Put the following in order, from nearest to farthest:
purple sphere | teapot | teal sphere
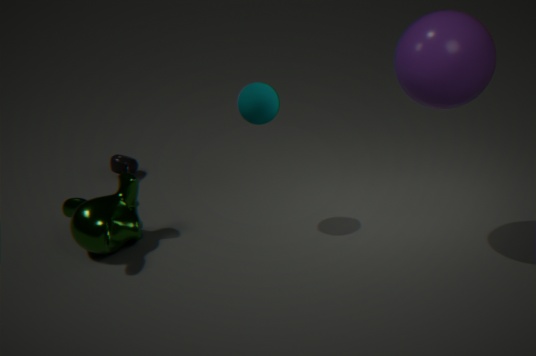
1. purple sphere
2. teal sphere
3. teapot
